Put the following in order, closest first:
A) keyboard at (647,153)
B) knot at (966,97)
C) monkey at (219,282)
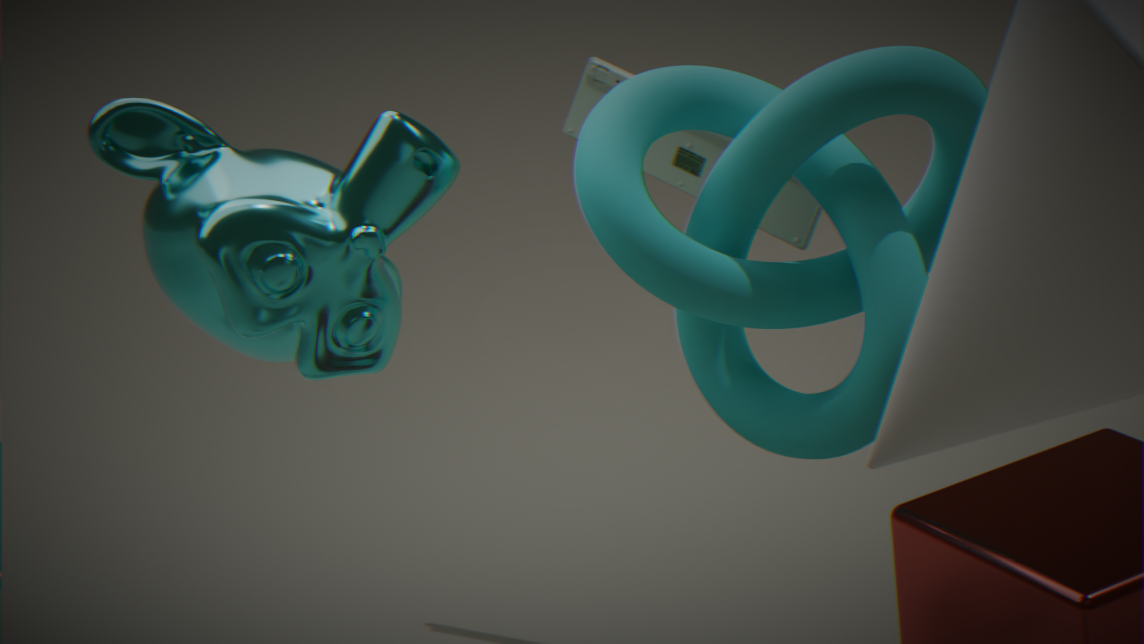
monkey at (219,282) → knot at (966,97) → keyboard at (647,153)
